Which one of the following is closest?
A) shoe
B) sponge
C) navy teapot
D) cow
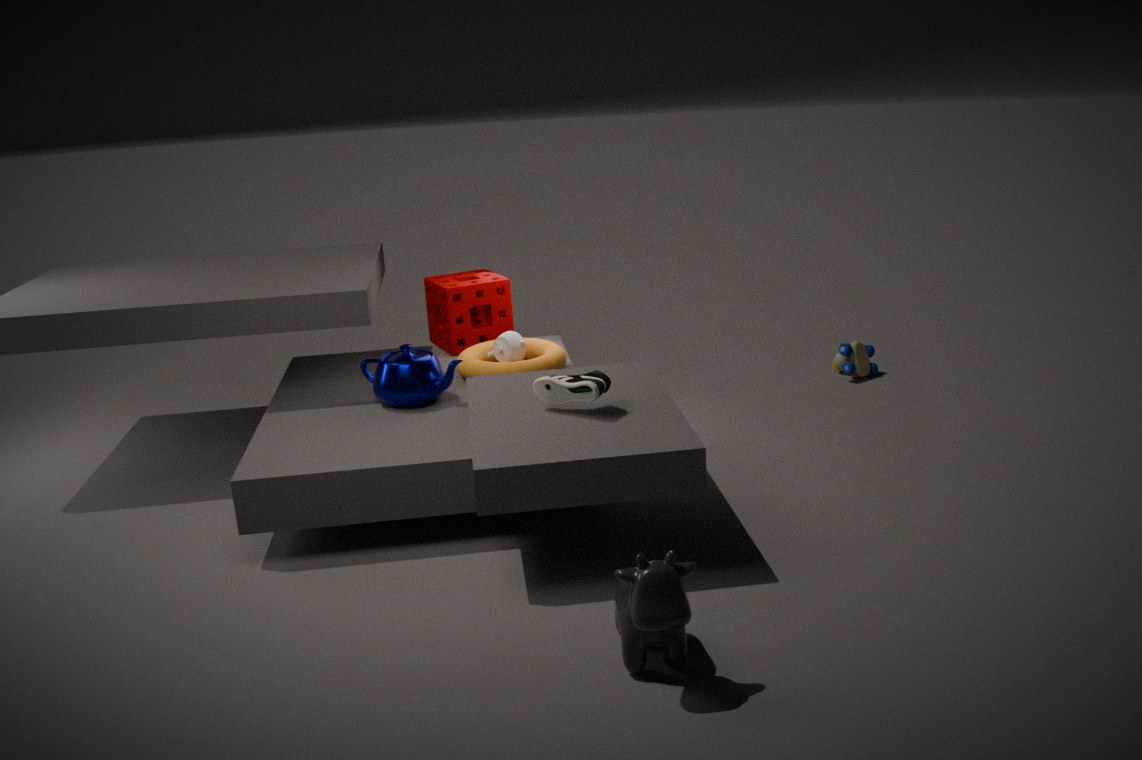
cow
